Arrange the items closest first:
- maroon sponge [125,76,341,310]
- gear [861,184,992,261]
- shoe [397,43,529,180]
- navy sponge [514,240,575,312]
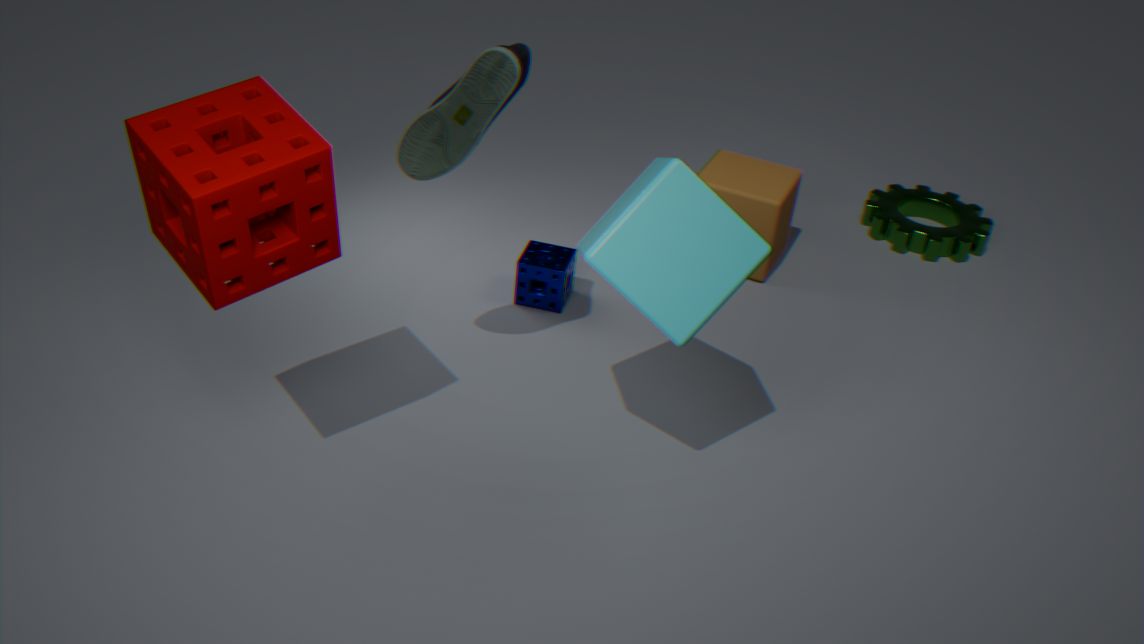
1. maroon sponge [125,76,341,310]
2. shoe [397,43,529,180]
3. navy sponge [514,240,575,312]
4. gear [861,184,992,261]
